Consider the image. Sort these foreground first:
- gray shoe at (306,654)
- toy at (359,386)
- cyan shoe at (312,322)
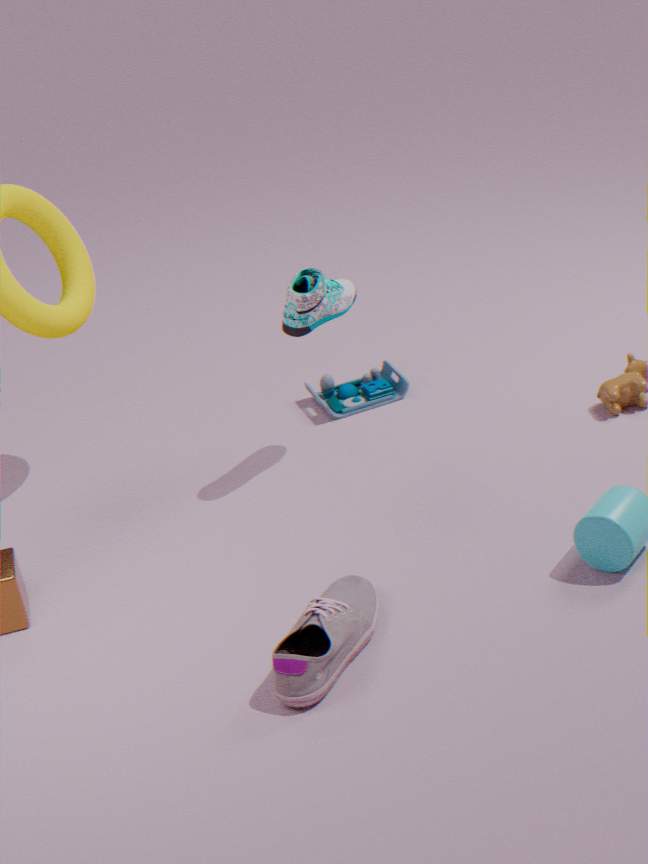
gray shoe at (306,654) < cyan shoe at (312,322) < toy at (359,386)
